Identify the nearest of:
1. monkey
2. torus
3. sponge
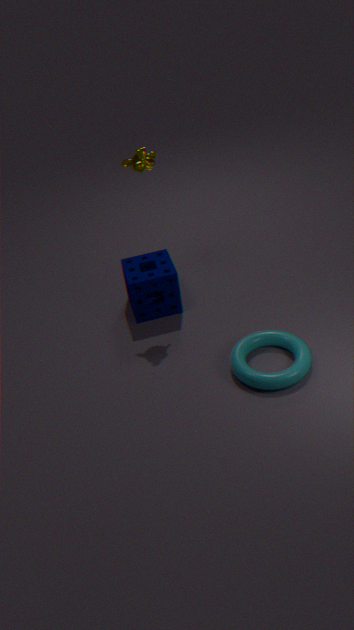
torus
